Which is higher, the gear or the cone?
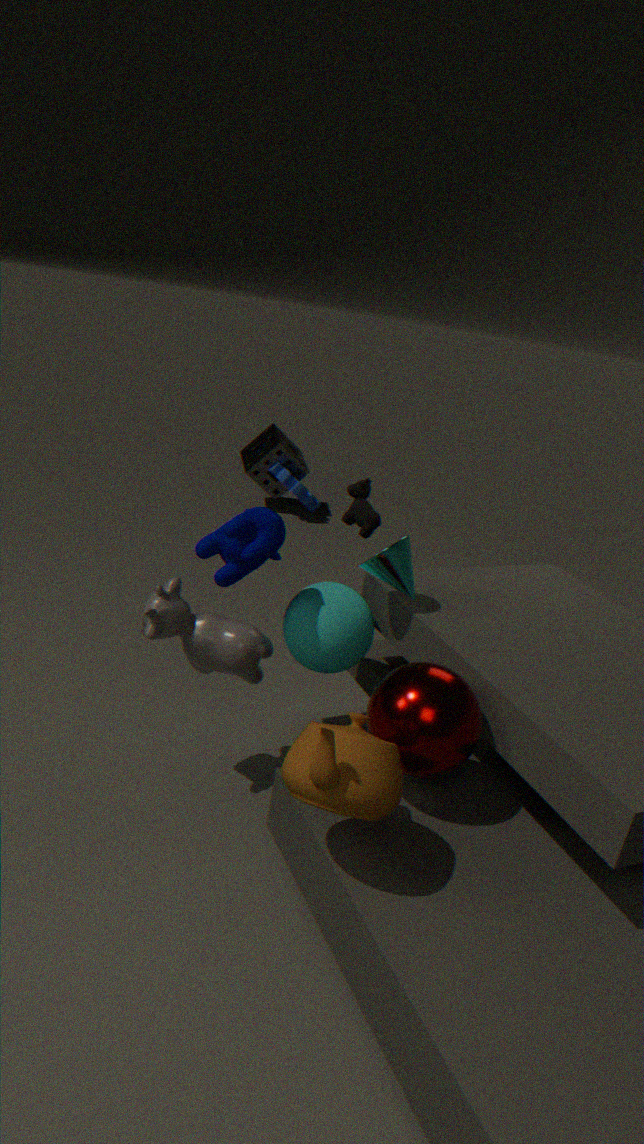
the cone
